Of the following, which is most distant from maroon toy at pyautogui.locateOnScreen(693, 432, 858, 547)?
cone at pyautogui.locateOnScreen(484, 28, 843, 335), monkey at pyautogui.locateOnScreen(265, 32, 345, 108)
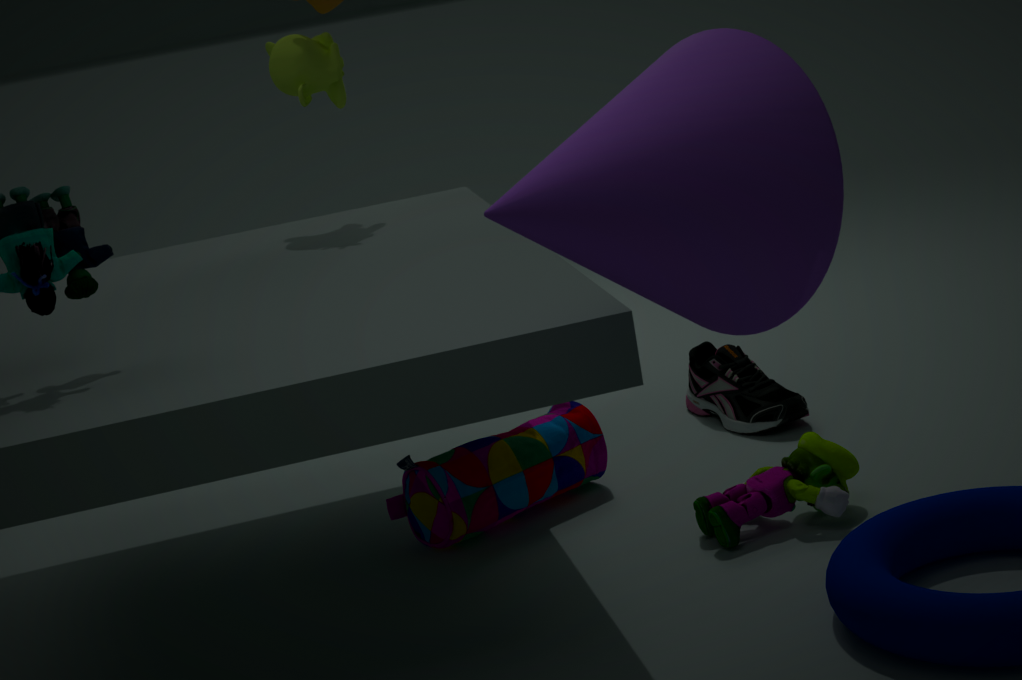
monkey at pyautogui.locateOnScreen(265, 32, 345, 108)
